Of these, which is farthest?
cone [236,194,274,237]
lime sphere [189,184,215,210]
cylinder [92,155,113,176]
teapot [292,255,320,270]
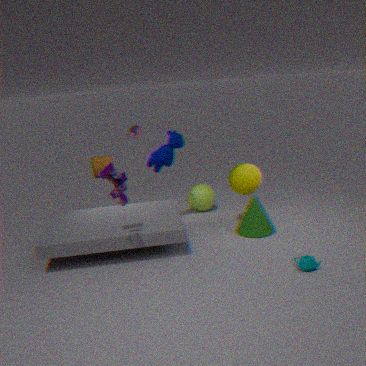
cylinder [92,155,113,176]
